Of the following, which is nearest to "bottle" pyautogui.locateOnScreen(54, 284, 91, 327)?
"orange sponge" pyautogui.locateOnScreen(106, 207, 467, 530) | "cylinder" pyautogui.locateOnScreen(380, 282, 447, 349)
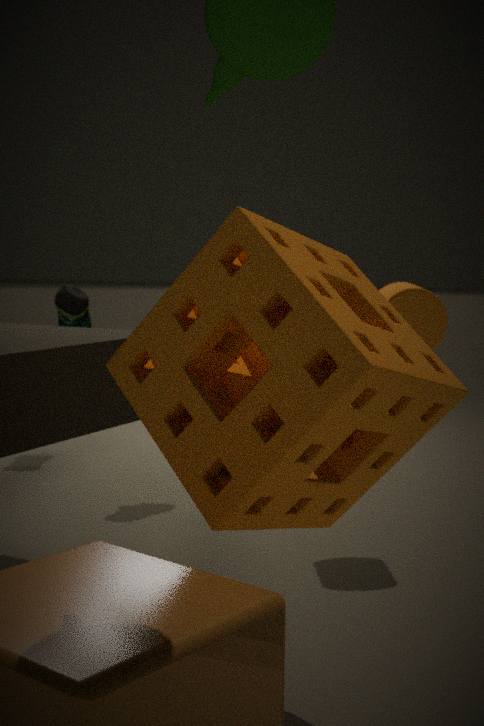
"cylinder" pyautogui.locateOnScreen(380, 282, 447, 349)
